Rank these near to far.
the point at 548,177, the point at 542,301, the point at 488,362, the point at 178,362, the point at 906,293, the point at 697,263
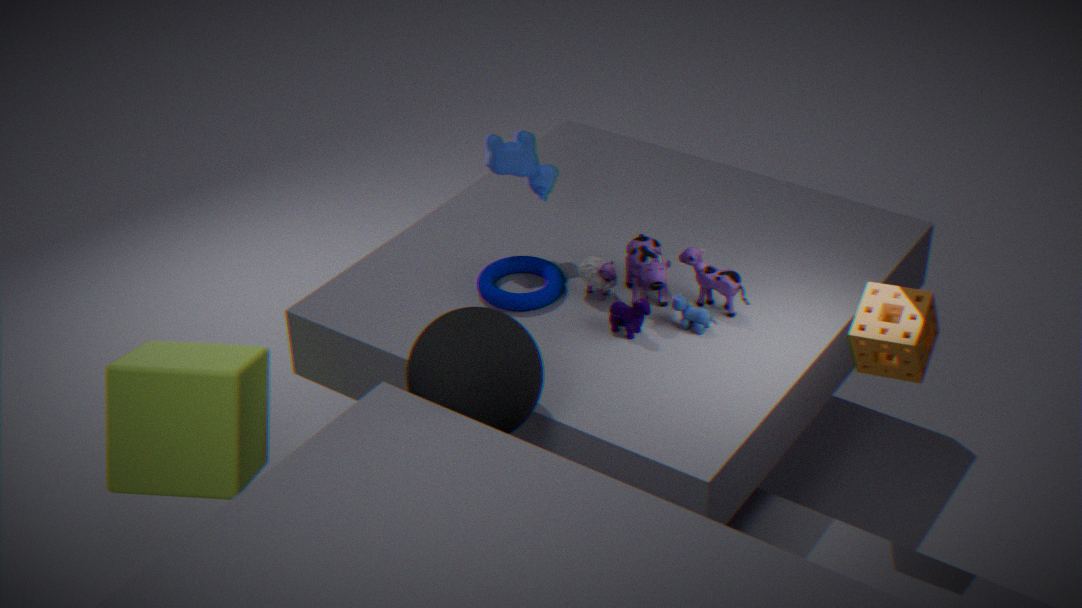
the point at 488,362
the point at 906,293
the point at 178,362
the point at 697,263
the point at 542,301
the point at 548,177
